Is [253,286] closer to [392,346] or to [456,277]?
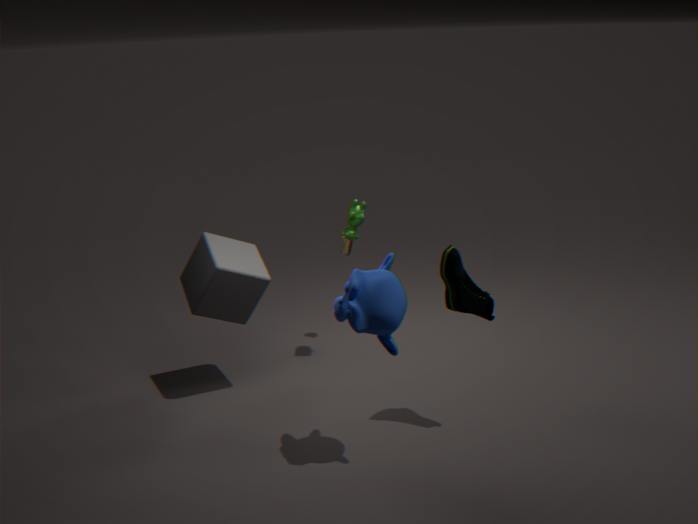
[392,346]
